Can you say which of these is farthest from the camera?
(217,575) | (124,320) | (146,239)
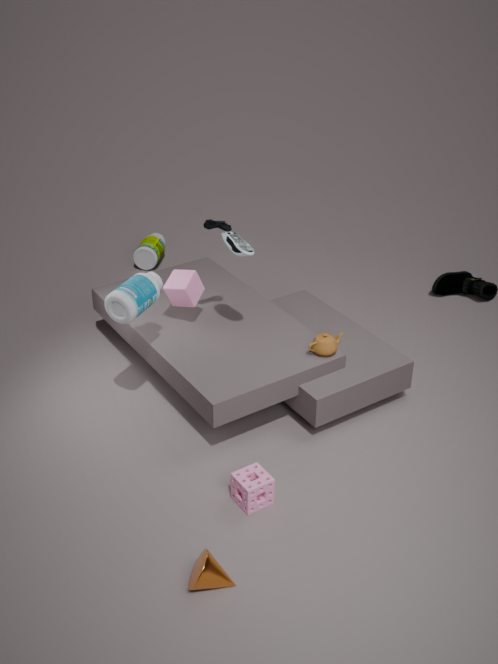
(146,239)
